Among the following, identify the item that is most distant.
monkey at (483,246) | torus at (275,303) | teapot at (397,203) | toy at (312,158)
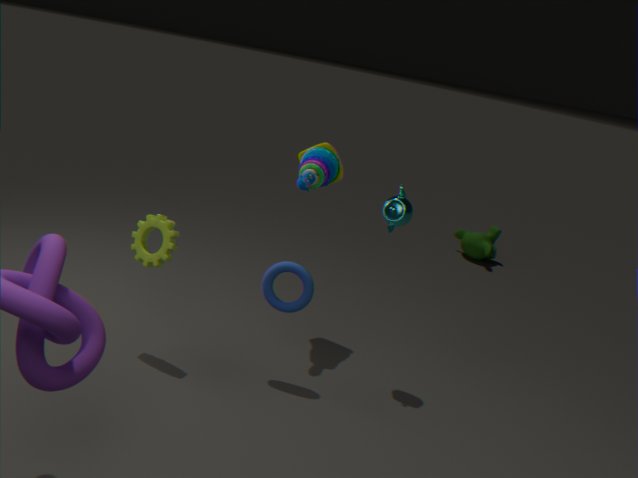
monkey at (483,246)
